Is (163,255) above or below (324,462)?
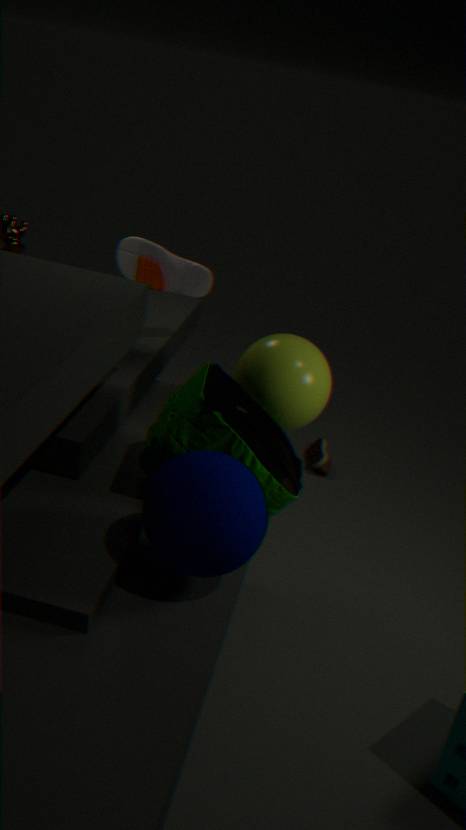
above
